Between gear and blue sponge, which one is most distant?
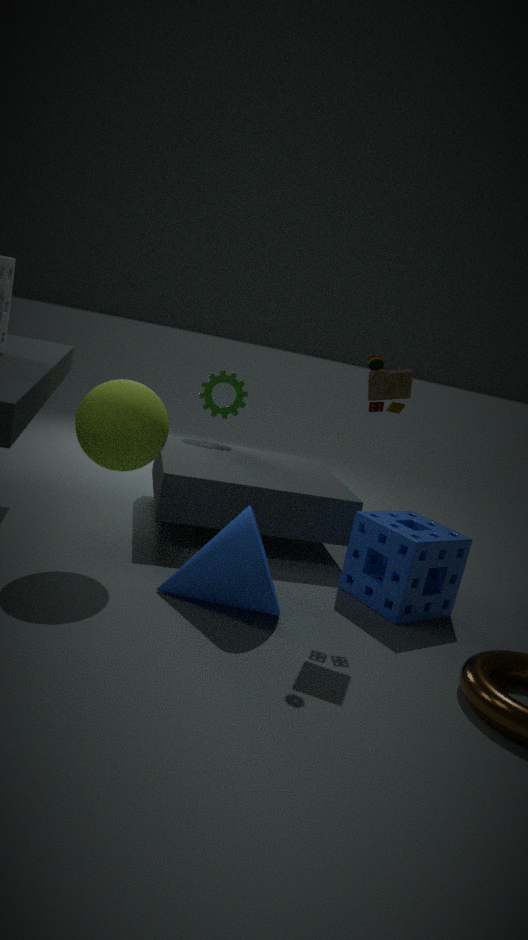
gear
